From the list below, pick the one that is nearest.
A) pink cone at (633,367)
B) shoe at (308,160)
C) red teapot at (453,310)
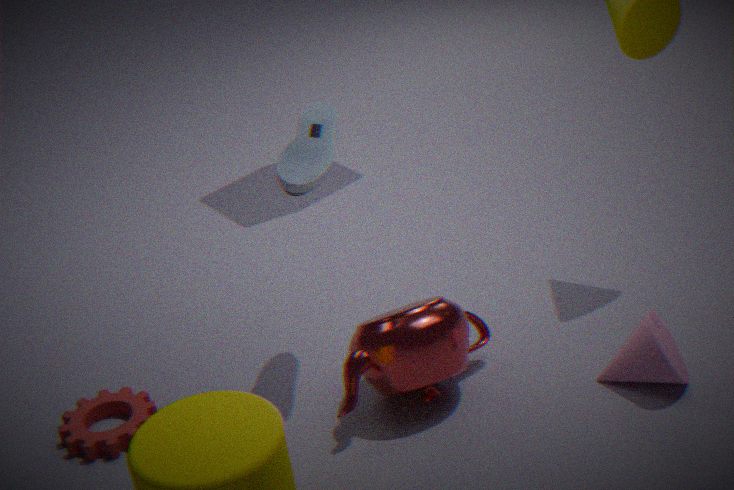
pink cone at (633,367)
